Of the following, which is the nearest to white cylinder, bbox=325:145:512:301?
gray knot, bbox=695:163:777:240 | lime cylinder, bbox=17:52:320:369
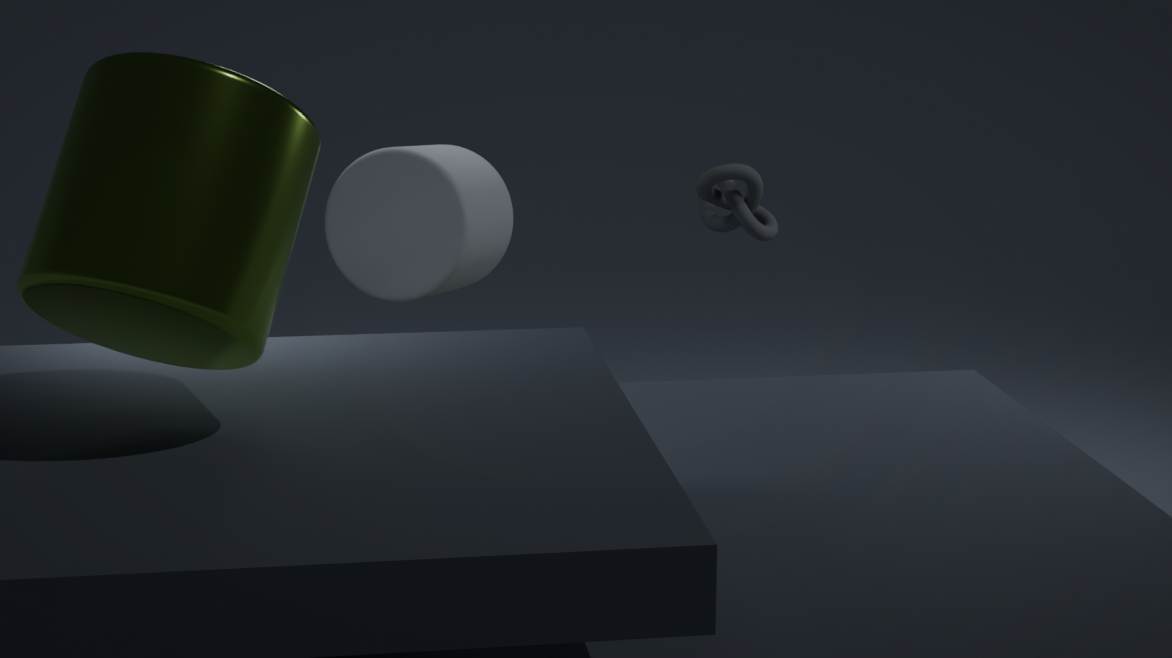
gray knot, bbox=695:163:777:240
